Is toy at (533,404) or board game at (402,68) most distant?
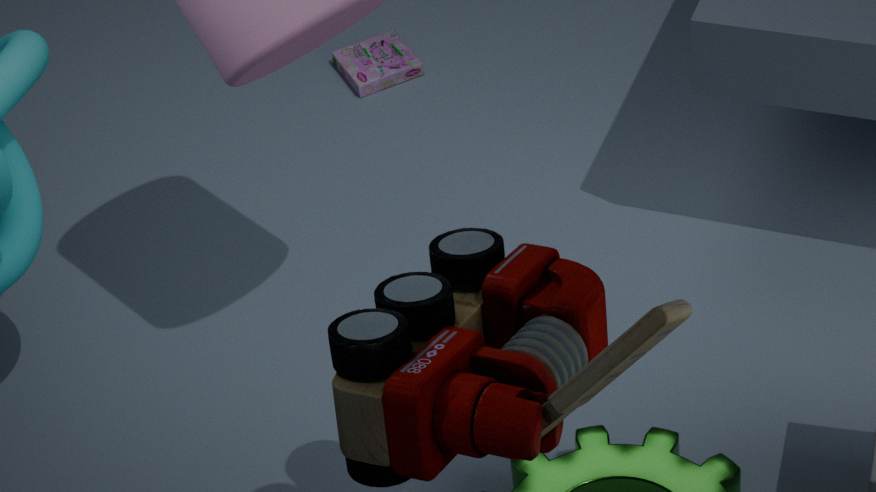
board game at (402,68)
